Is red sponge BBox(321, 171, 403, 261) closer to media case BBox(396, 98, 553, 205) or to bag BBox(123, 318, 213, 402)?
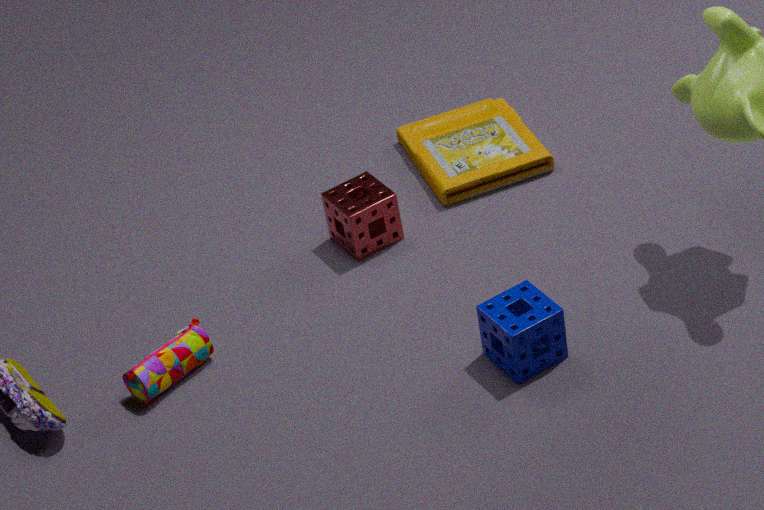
media case BBox(396, 98, 553, 205)
